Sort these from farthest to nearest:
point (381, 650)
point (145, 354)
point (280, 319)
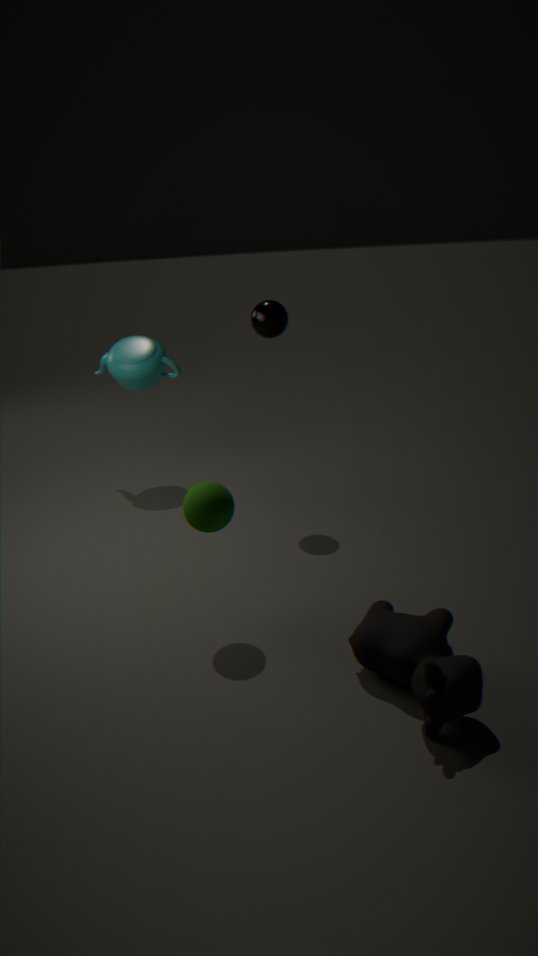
point (145, 354) < point (280, 319) < point (381, 650)
